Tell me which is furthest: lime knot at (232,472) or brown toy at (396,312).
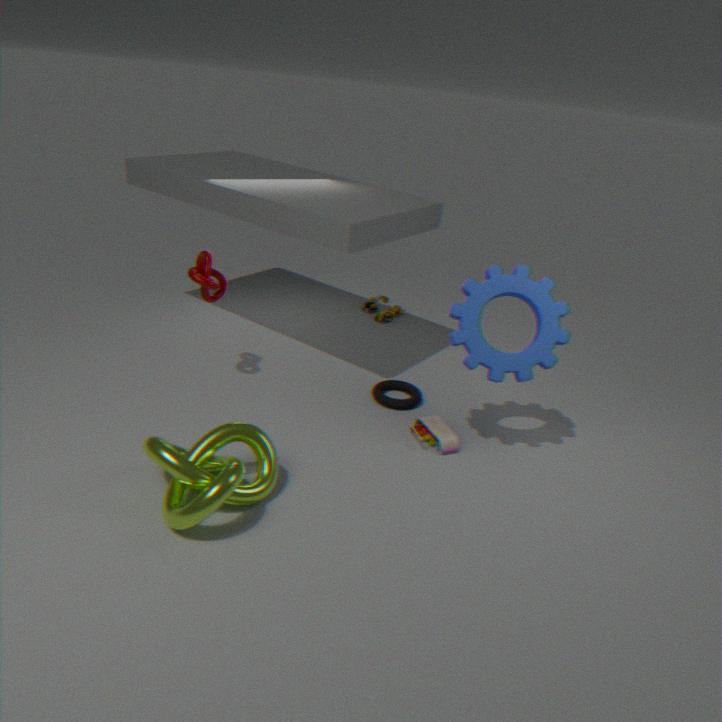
brown toy at (396,312)
